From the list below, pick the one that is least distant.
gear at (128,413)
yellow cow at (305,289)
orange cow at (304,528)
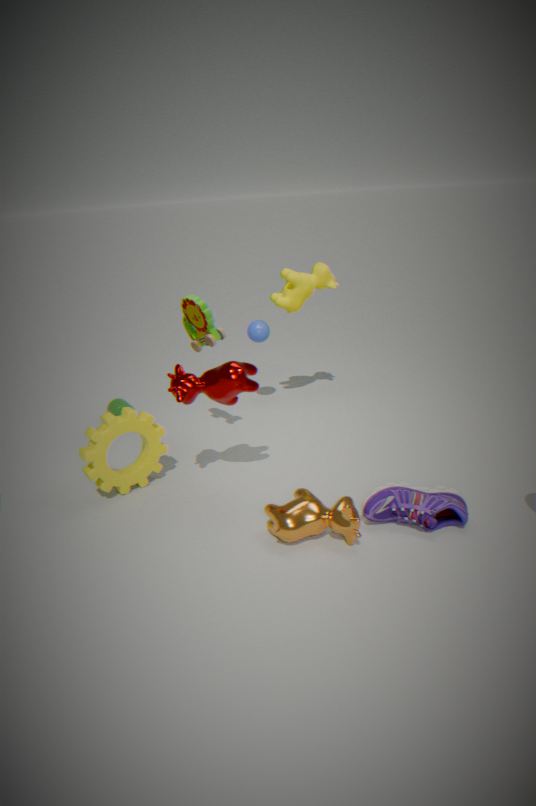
orange cow at (304,528)
